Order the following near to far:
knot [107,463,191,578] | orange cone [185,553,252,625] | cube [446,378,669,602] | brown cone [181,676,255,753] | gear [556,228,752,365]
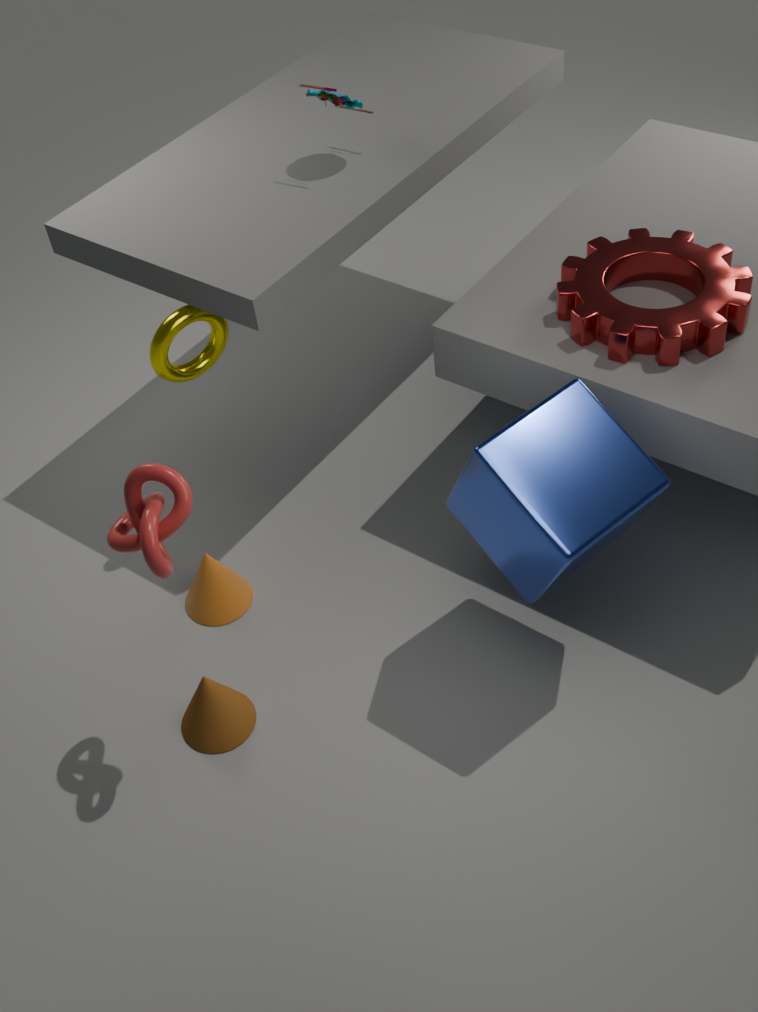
knot [107,463,191,578], cube [446,378,669,602], gear [556,228,752,365], brown cone [181,676,255,753], orange cone [185,553,252,625]
